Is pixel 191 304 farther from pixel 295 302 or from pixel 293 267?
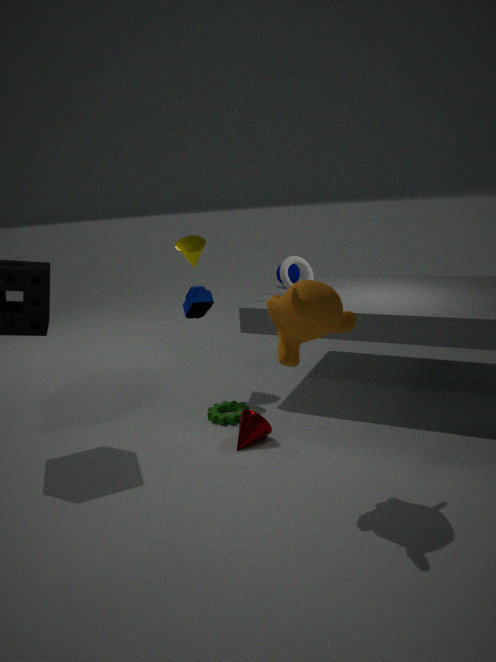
pixel 295 302
